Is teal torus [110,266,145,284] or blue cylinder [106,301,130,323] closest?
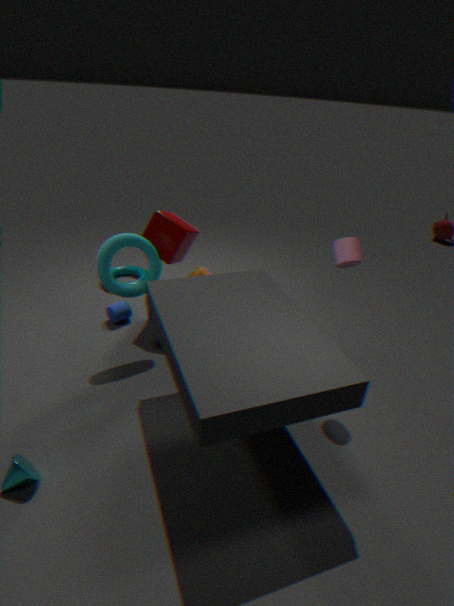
blue cylinder [106,301,130,323]
